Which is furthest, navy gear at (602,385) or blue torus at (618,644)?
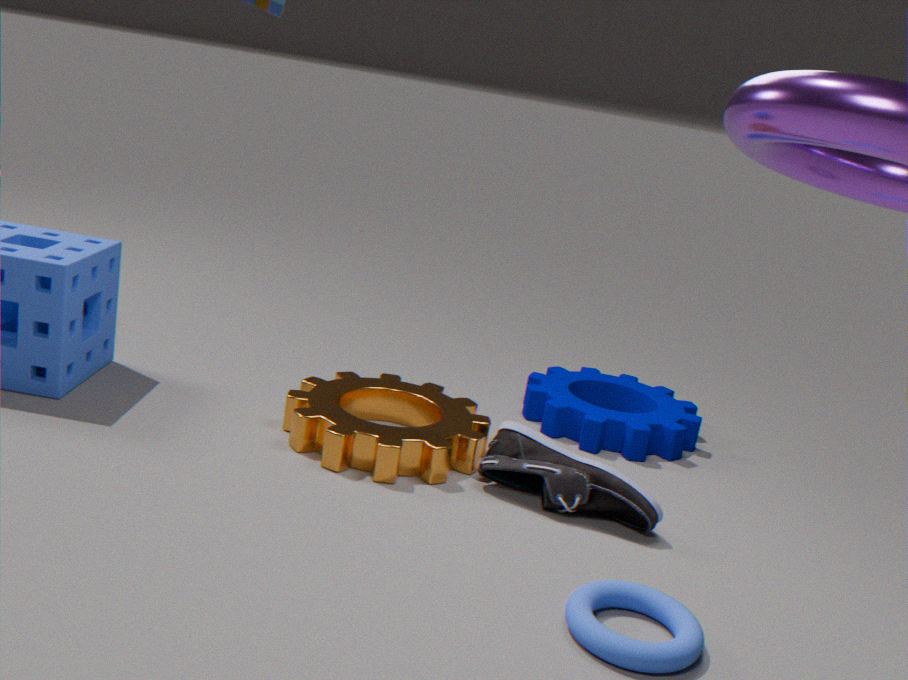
navy gear at (602,385)
